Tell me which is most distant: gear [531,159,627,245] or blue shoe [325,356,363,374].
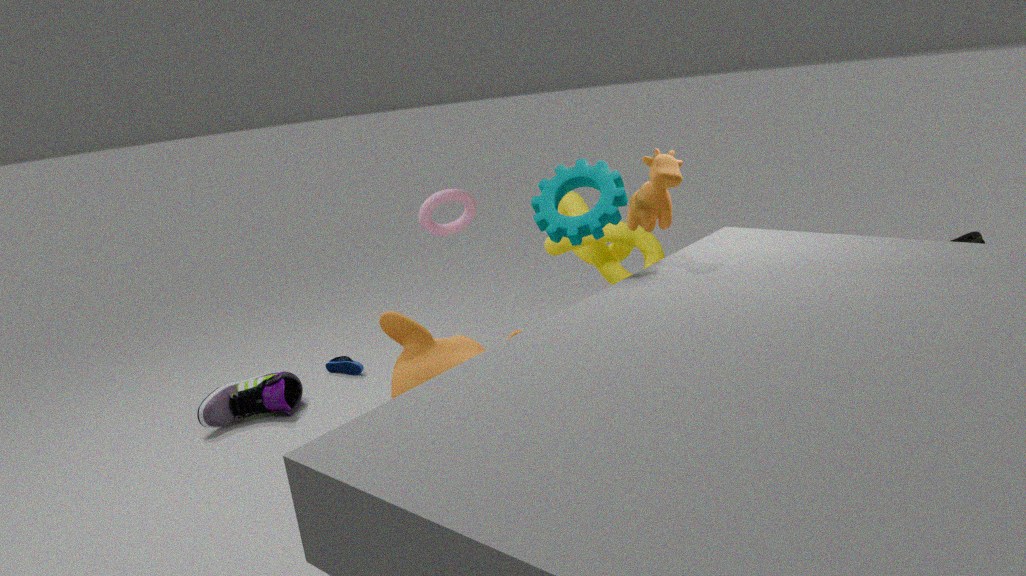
blue shoe [325,356,363,374]
